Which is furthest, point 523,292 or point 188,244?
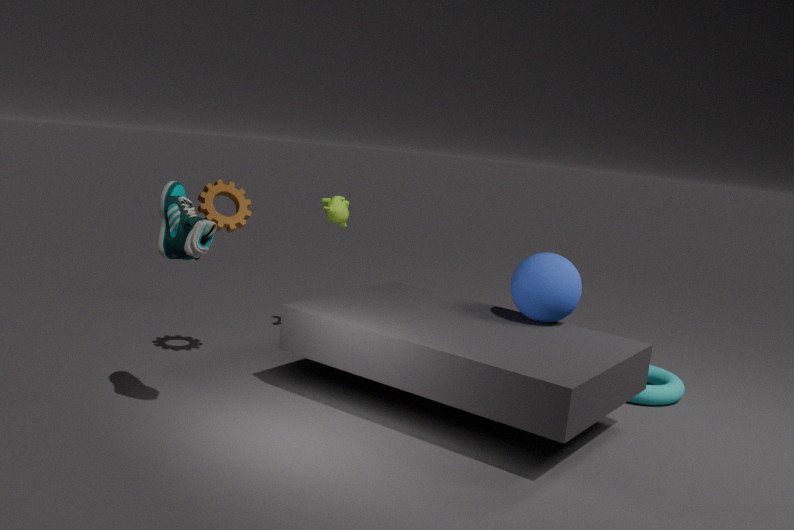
point 523,292
